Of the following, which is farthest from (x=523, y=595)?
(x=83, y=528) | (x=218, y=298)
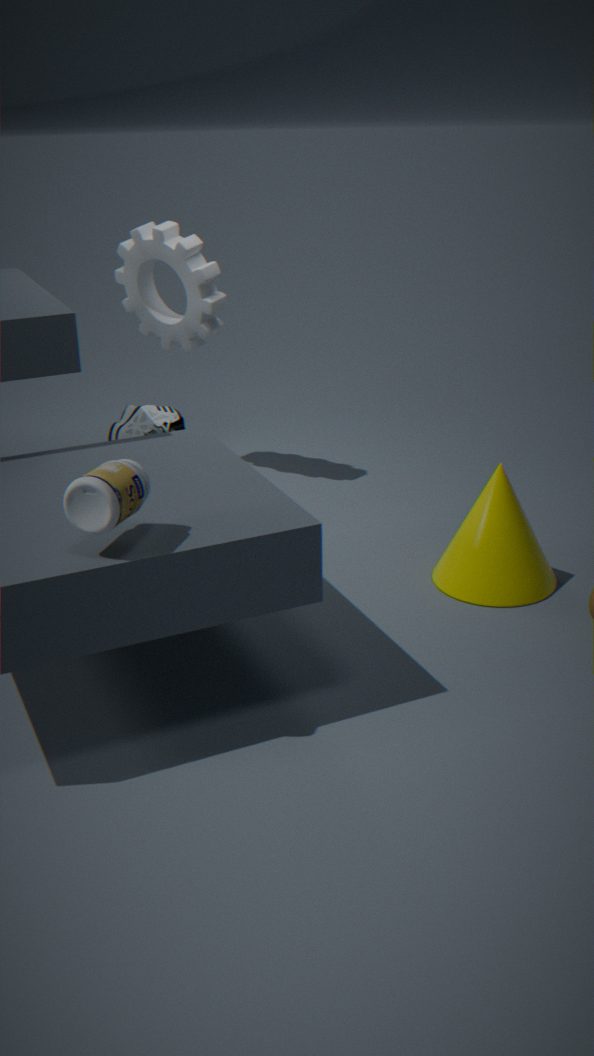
(x=218, y=298)
